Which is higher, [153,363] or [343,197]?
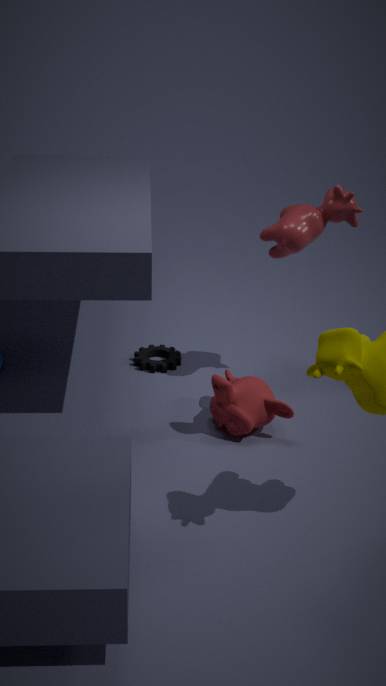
[343,197]
